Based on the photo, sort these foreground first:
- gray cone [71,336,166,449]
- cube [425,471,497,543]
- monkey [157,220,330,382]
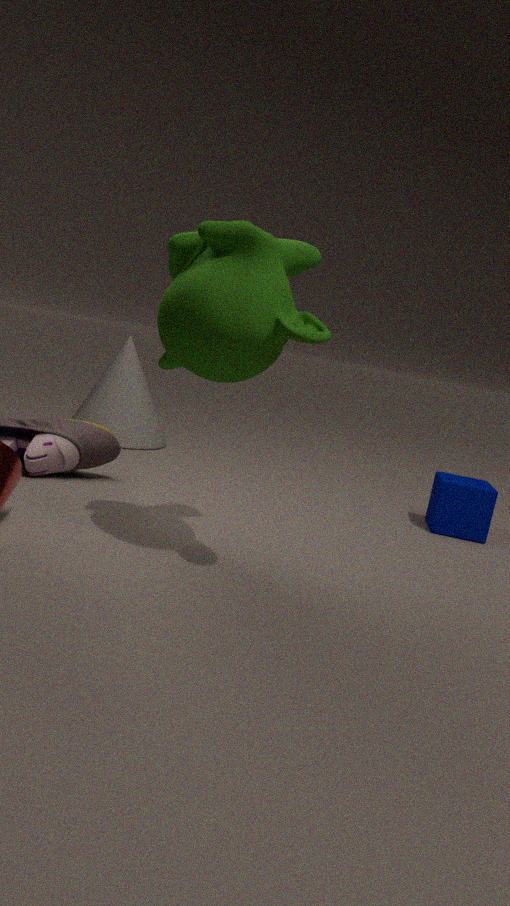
monkey [157,220,330,382] → cube [425,471,497,543] → gray cone [71,336,166,449]
